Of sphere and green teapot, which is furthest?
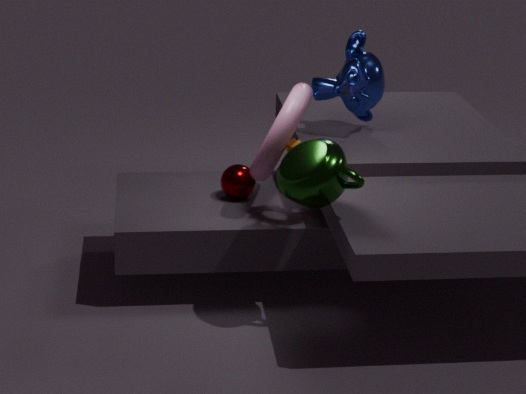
sphere
